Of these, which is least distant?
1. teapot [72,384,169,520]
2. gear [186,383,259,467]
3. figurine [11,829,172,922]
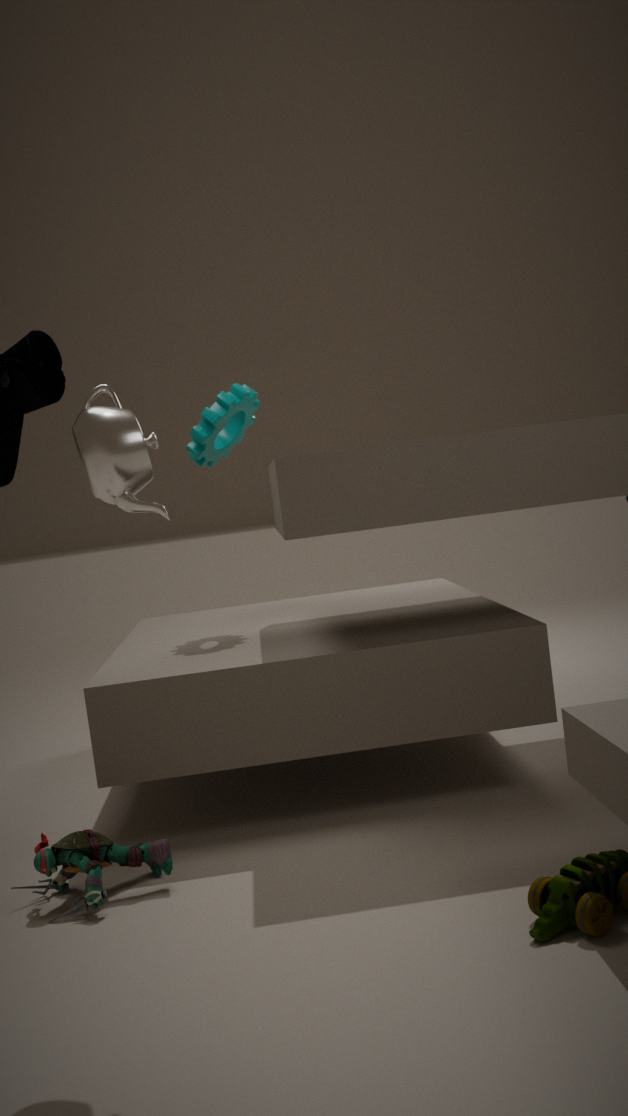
teapot [72,384,169,520]
